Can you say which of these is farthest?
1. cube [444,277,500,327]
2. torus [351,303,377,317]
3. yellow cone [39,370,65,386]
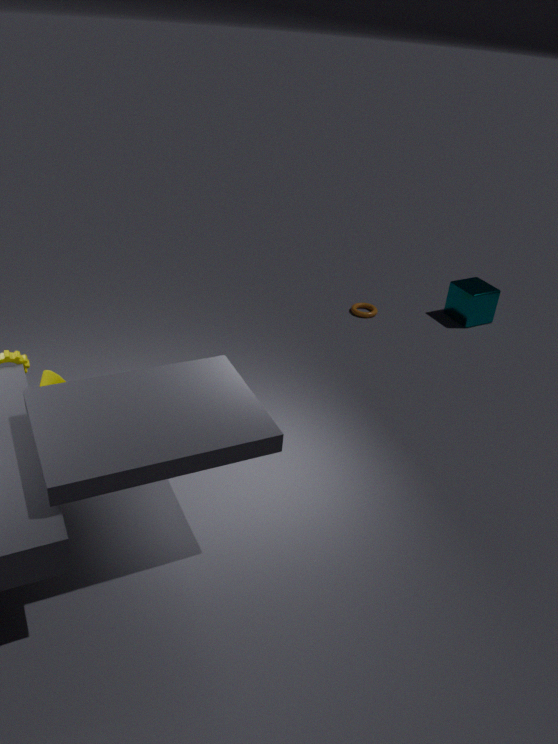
torus [351,303,377,317]
